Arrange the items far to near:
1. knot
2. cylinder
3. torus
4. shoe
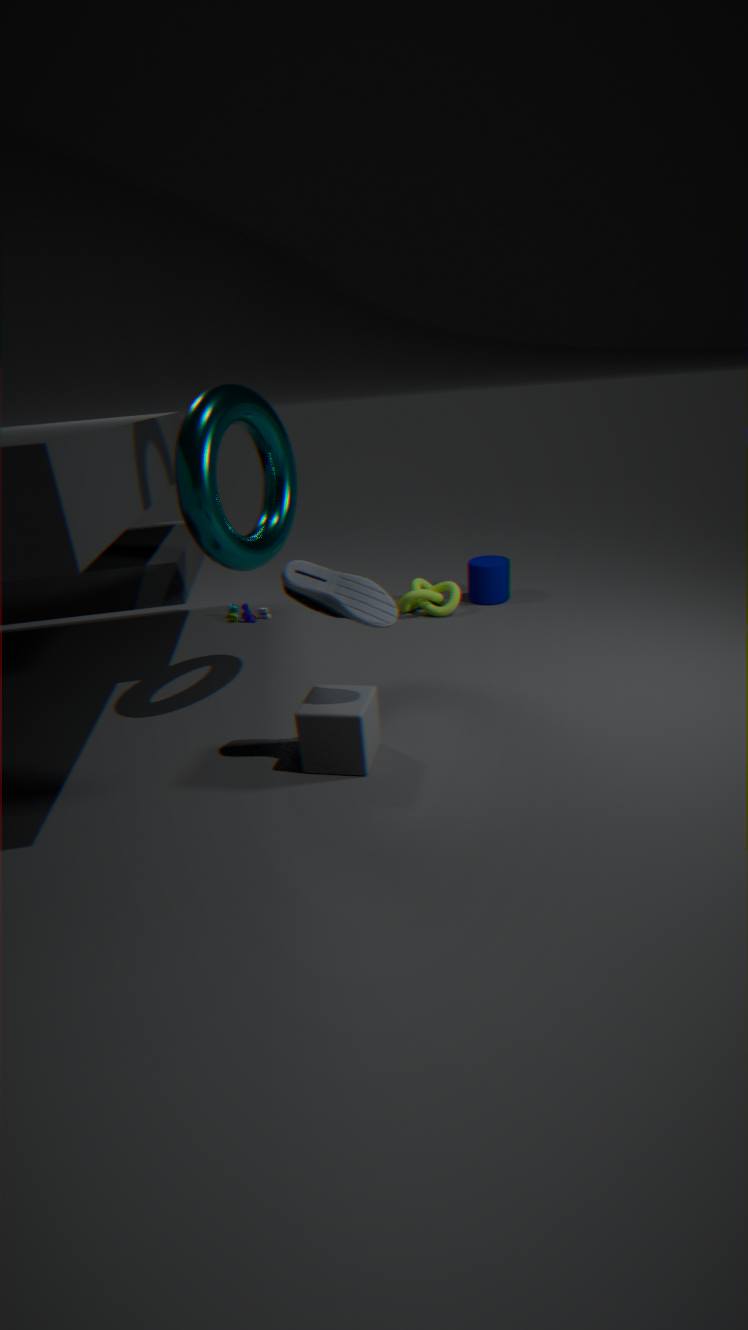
cylinder → knot → torus → shoe
